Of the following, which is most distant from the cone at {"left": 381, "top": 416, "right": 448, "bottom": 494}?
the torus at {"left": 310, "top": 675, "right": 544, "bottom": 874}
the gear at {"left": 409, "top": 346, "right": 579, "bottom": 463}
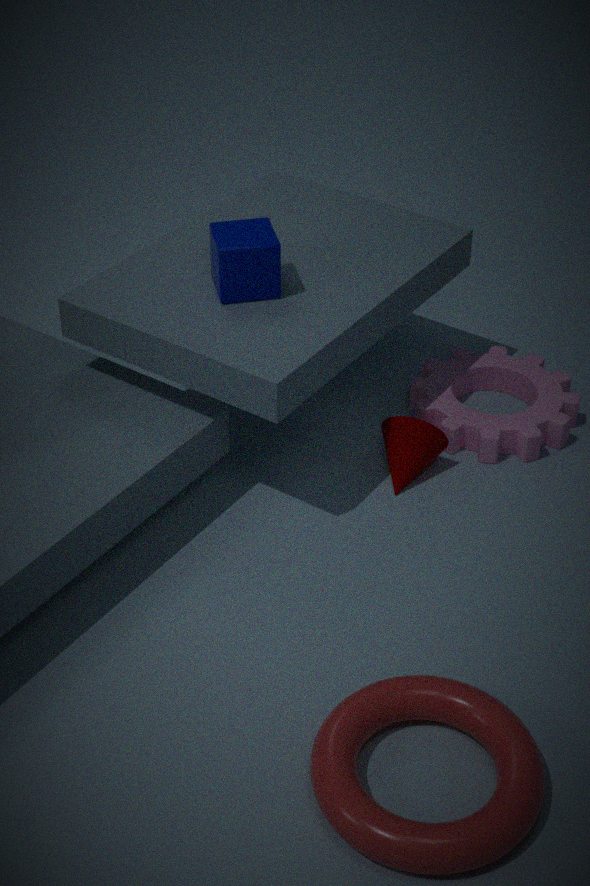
the torus at {"left": 310, "top": 675, "right": 544, "bottom": 874}
